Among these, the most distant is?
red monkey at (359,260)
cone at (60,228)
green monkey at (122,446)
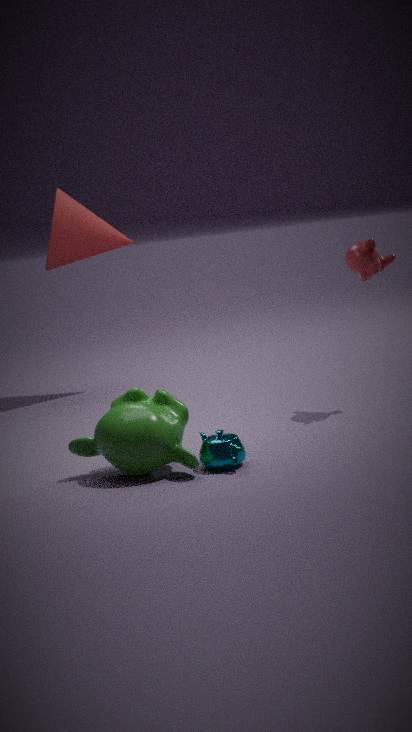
cone at (60,228)
